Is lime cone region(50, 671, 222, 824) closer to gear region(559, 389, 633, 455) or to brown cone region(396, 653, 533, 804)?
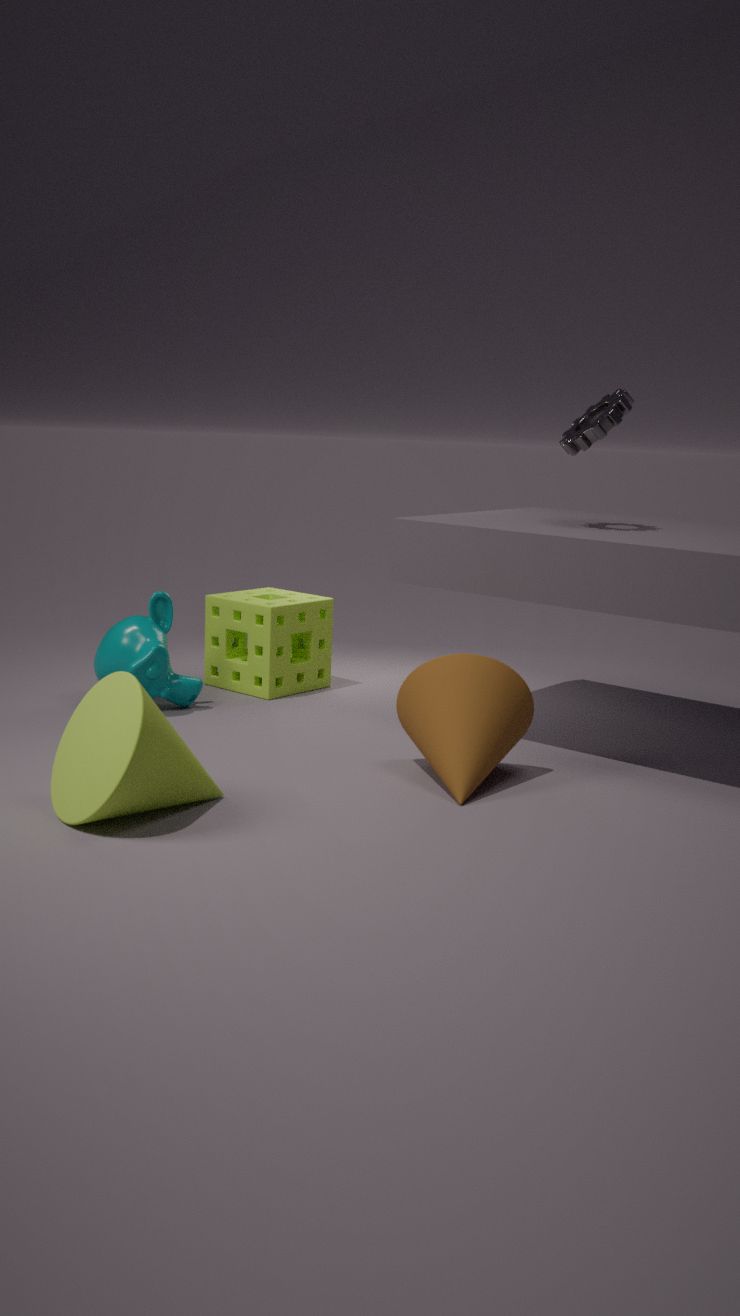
brown cone region(396, 653, 533, 804)
